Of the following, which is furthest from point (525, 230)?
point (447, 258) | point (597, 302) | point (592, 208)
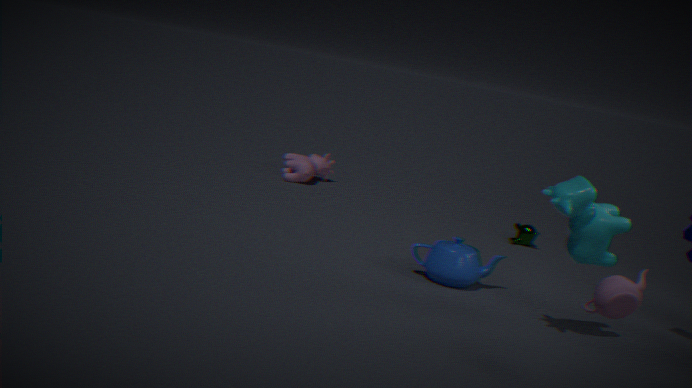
point (597, 302)
